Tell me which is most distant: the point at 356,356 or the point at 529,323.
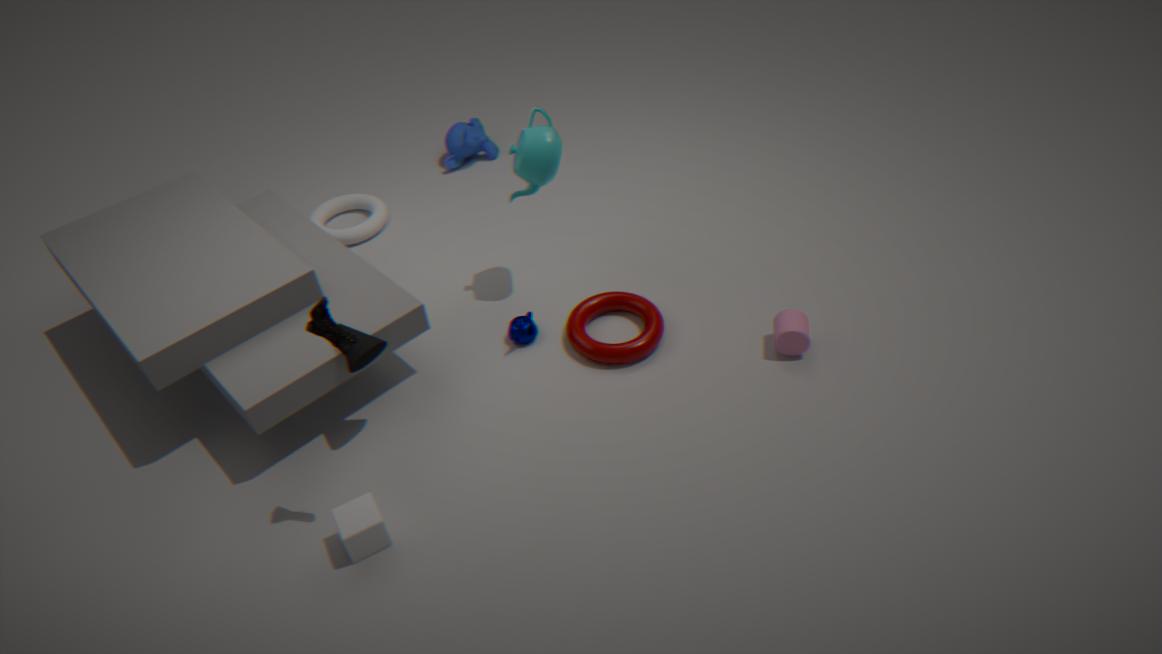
the point at 529,323
